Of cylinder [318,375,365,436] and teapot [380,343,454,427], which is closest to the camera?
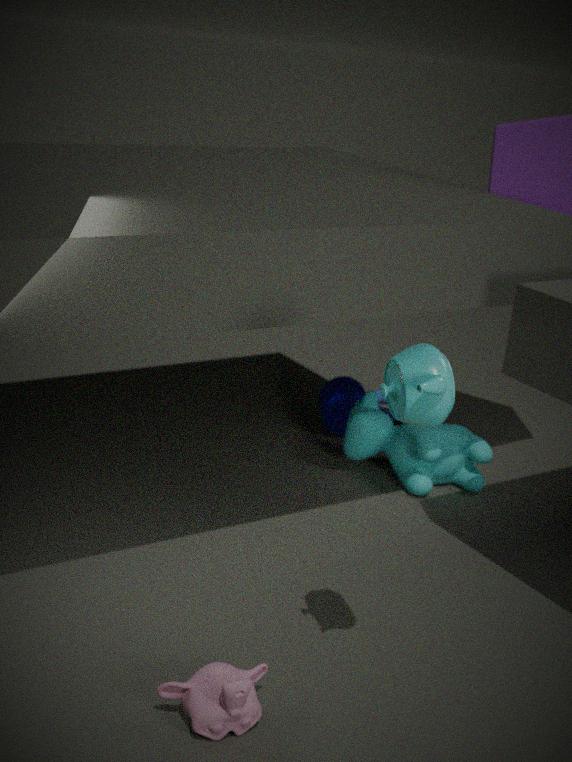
teapot [380,343,454,427]
